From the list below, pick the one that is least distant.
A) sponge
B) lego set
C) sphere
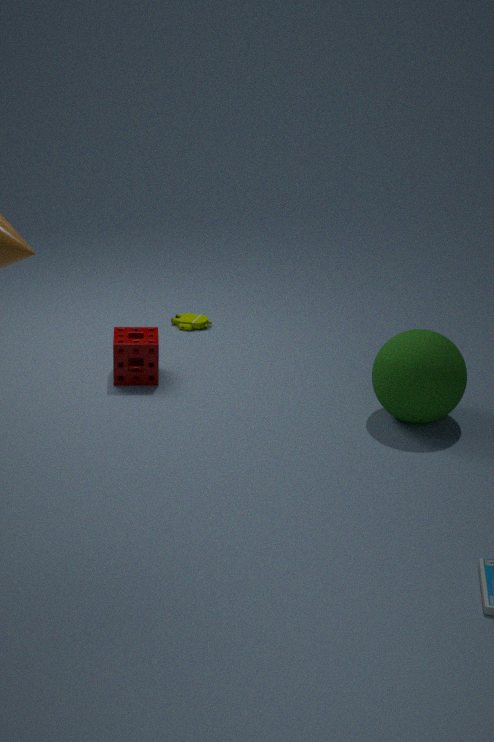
sphere
